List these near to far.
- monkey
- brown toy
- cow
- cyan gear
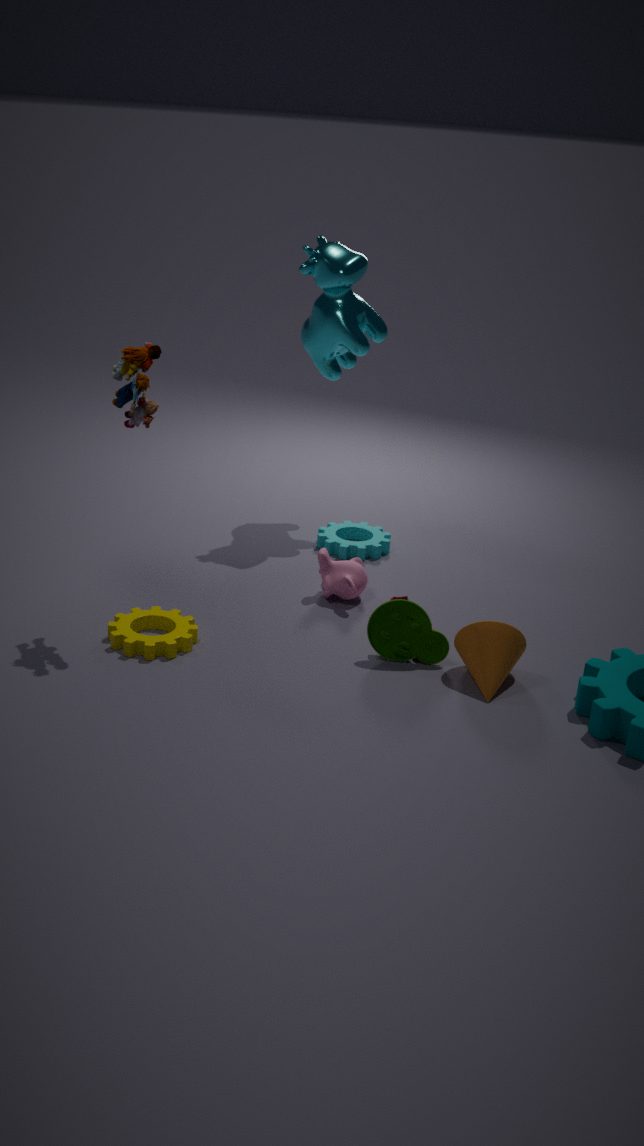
1. brown toy
2. monkey
3. cow
4. cyan gear
